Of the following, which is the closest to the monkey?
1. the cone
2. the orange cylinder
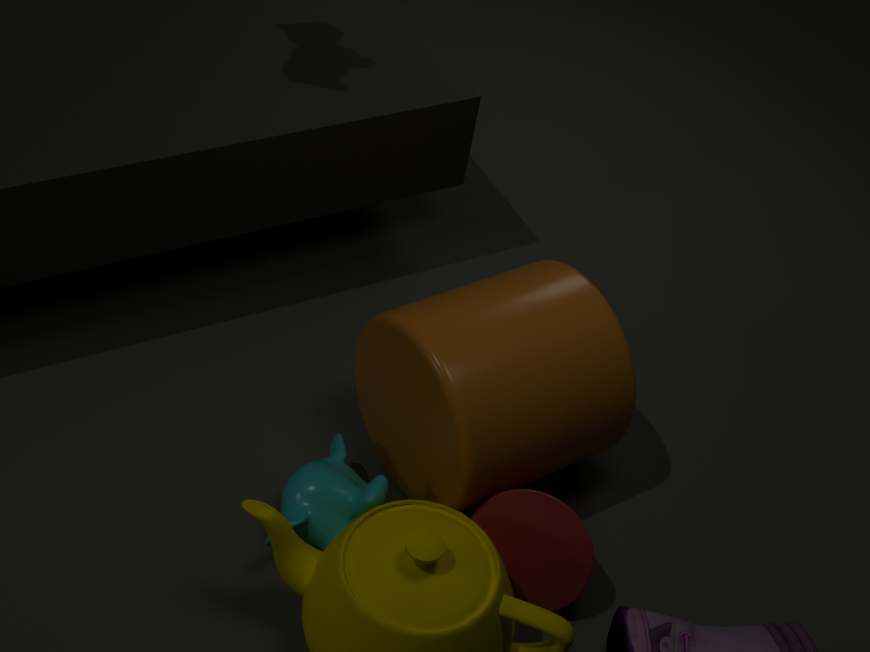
the orange cylinder
